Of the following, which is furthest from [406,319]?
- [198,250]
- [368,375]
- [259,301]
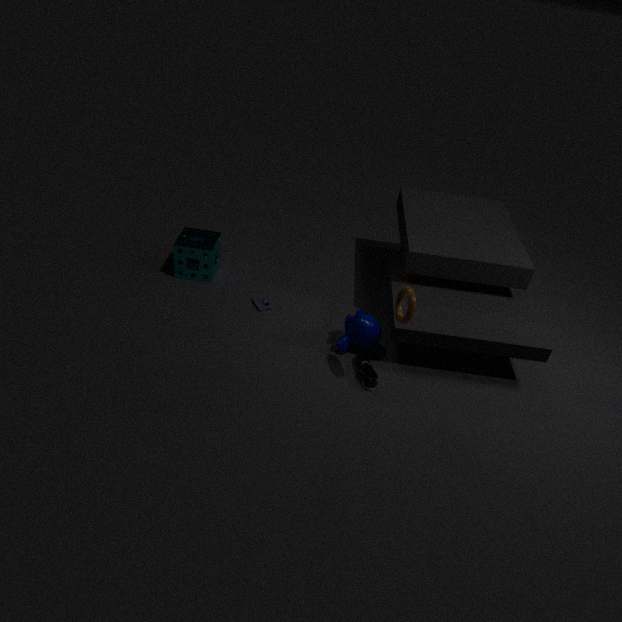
[198,250]
